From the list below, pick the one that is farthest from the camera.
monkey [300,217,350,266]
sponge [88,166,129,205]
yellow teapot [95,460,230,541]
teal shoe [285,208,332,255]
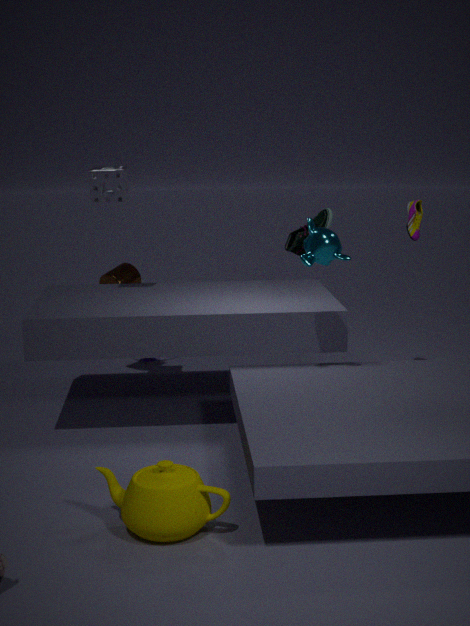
teal shoe [285,208,332,255]
